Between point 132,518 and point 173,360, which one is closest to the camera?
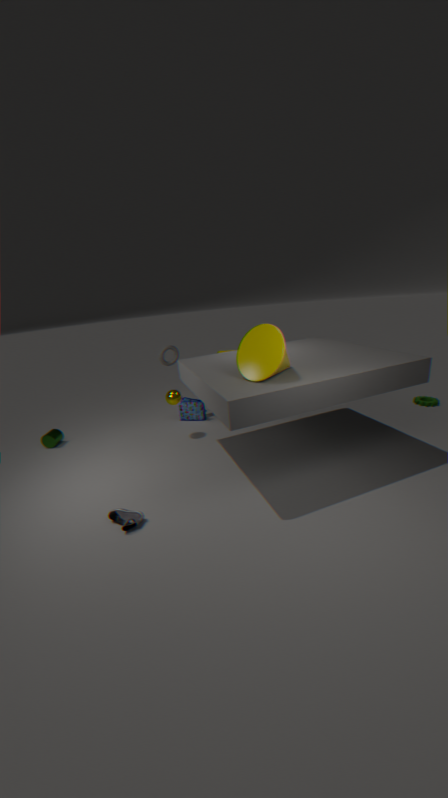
point 132,518
